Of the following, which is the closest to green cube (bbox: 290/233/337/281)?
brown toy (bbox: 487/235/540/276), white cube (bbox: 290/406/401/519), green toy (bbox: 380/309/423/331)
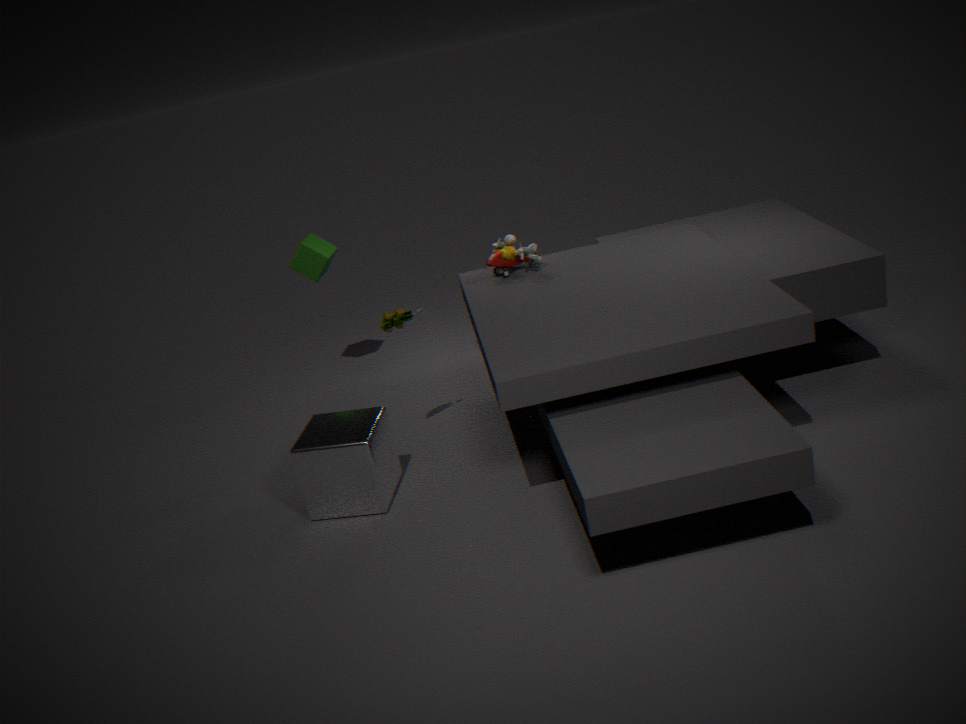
brown toy (bbox: 487/235/540/276)
